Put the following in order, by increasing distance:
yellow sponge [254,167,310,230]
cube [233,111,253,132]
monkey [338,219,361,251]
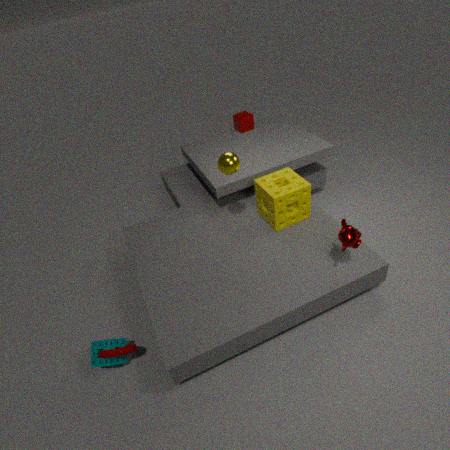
monkey [338,219,361,251]
yellow sponge [254,167,310,230]
cube [233,111,253,132]
